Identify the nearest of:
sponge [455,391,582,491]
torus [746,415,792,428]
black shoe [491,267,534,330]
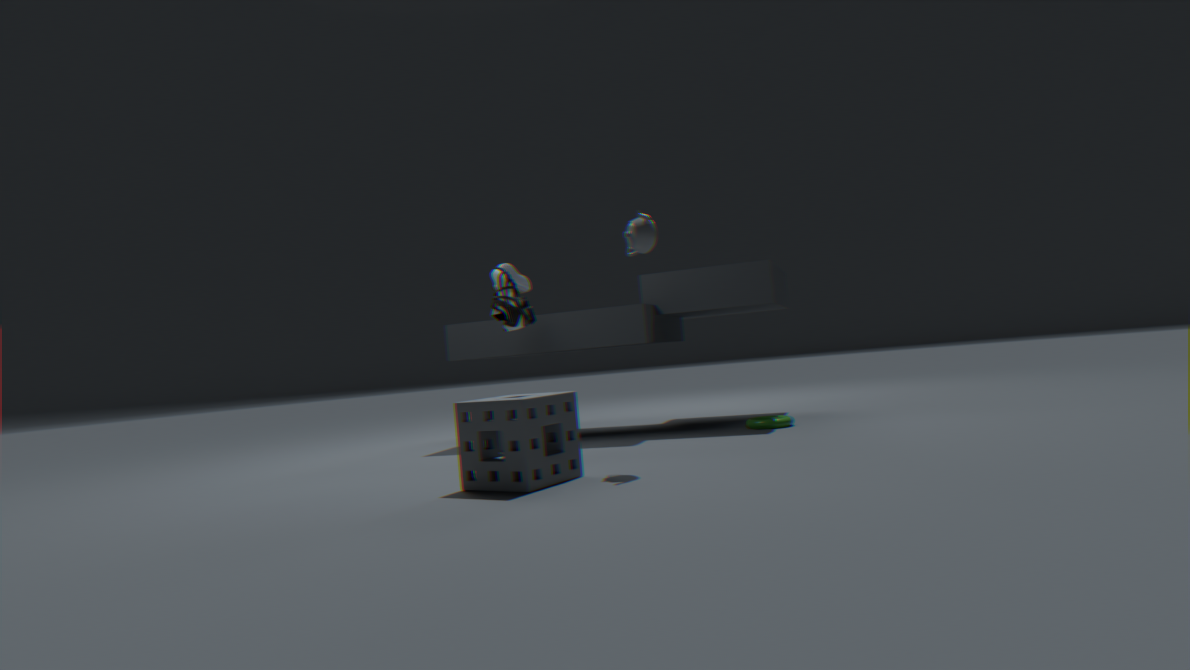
sponge [455,391,582,491]
